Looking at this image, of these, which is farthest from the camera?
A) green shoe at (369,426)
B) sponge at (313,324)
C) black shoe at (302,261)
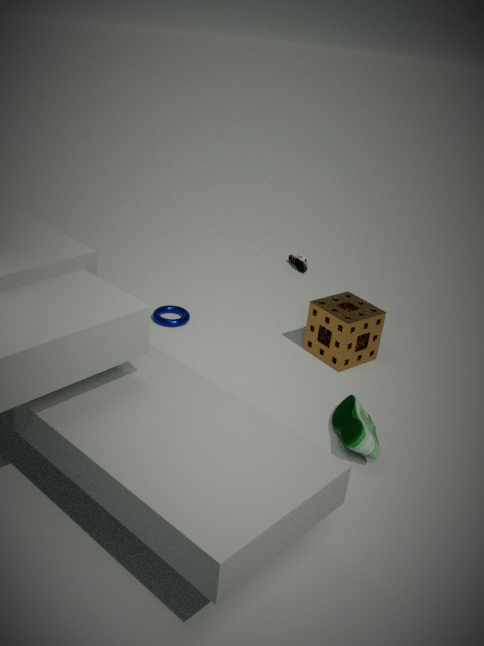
black shoe at (302,261)
